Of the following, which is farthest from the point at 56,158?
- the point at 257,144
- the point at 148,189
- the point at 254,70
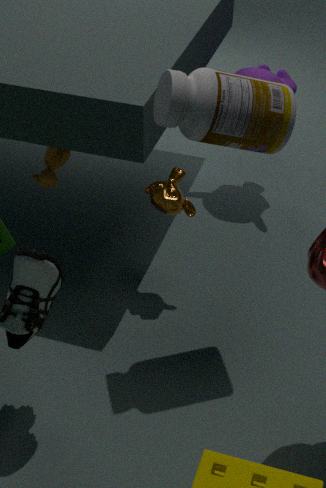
the point at 254,70
